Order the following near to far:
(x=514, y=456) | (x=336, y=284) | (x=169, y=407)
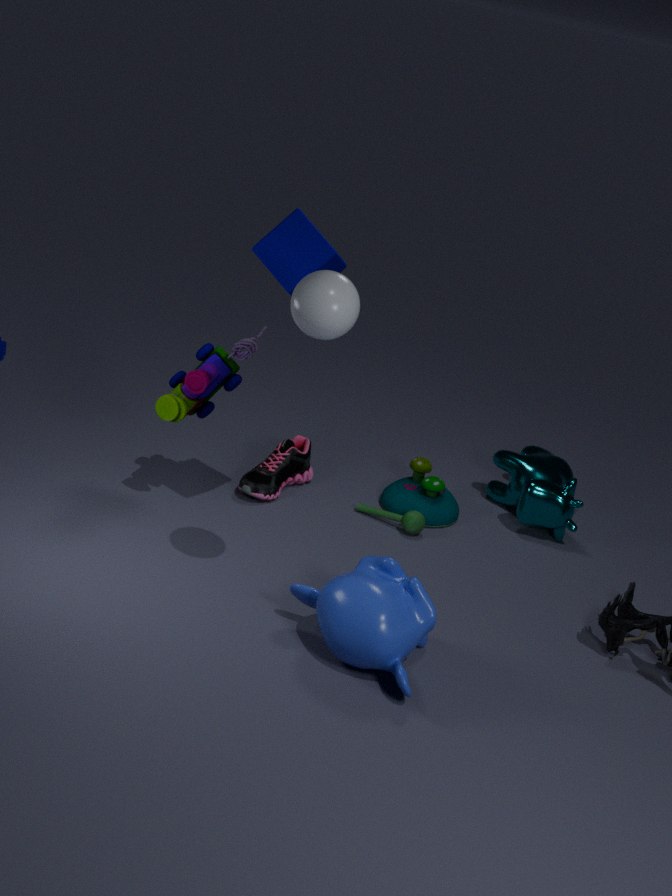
(x=336, y=284) < (x=169, y=407) < (x=514, y=456)
